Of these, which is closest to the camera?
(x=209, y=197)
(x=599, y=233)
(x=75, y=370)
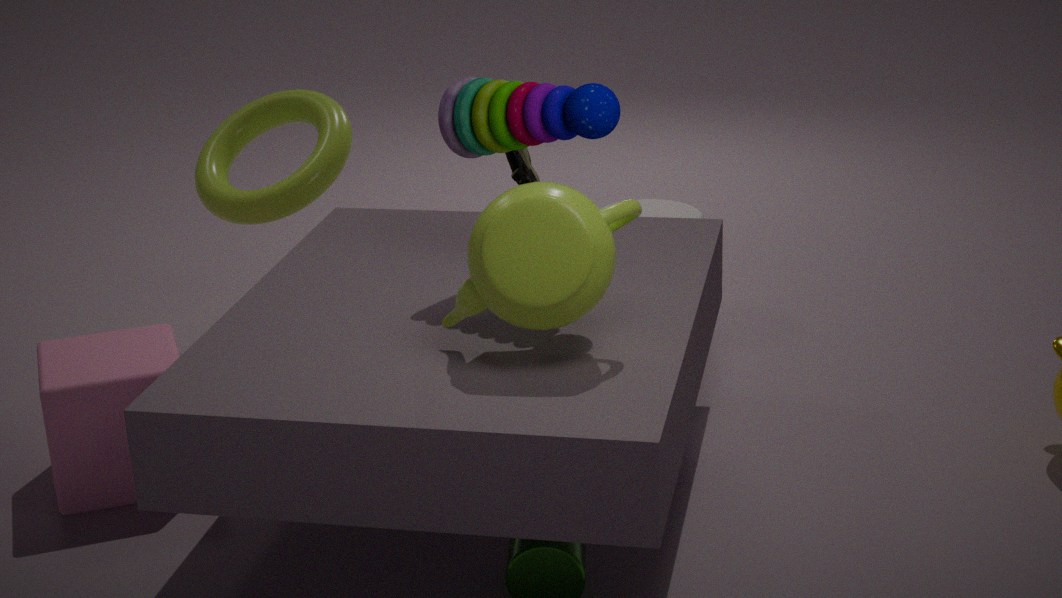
(x=599, y=233)
